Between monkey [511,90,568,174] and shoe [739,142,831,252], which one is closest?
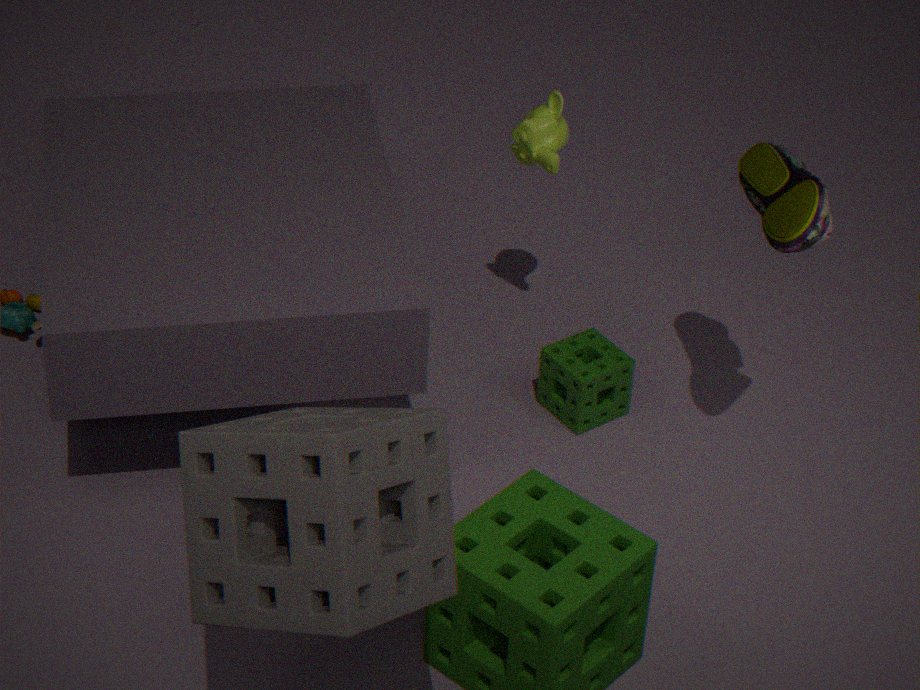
shoe [739,142,831,252]
